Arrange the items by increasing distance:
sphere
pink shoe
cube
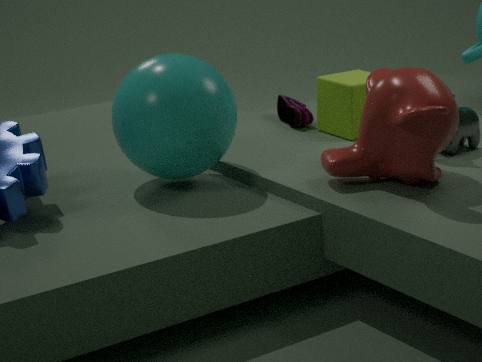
sphere
cube
pink shoe
